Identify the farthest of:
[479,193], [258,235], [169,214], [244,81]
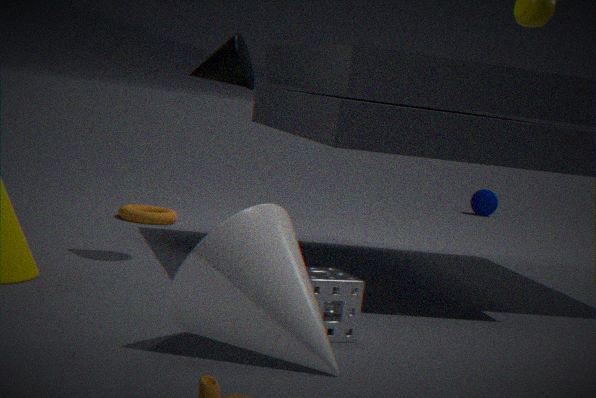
[479,193]
